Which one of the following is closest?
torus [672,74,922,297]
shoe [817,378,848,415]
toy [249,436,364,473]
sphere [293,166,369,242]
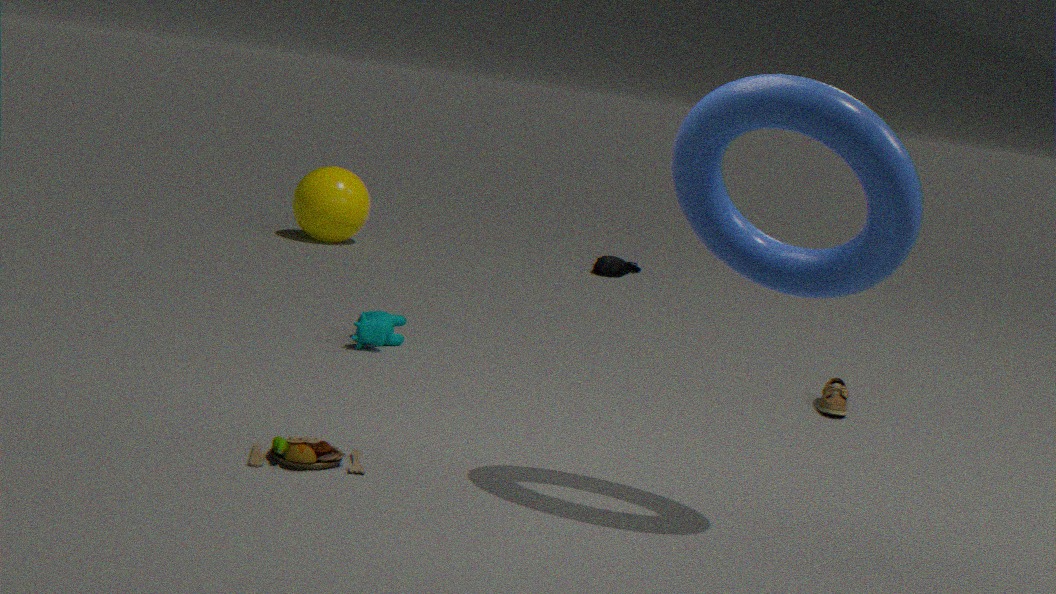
torus [672,74,922,297]
